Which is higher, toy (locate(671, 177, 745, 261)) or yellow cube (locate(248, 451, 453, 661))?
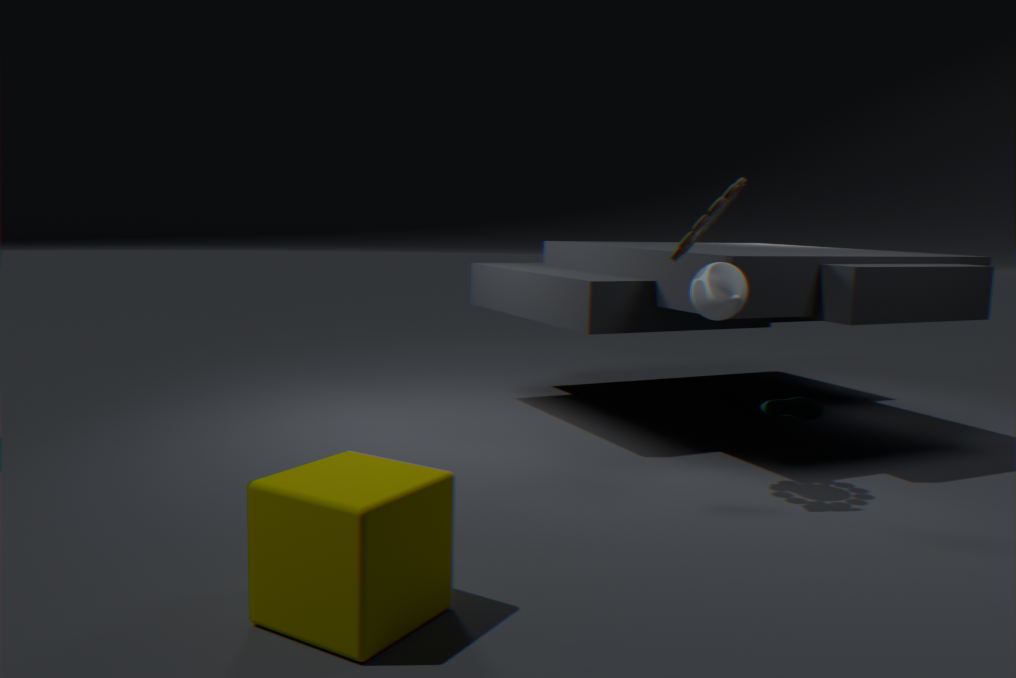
toy (locate(671, 177, 745, 261))
